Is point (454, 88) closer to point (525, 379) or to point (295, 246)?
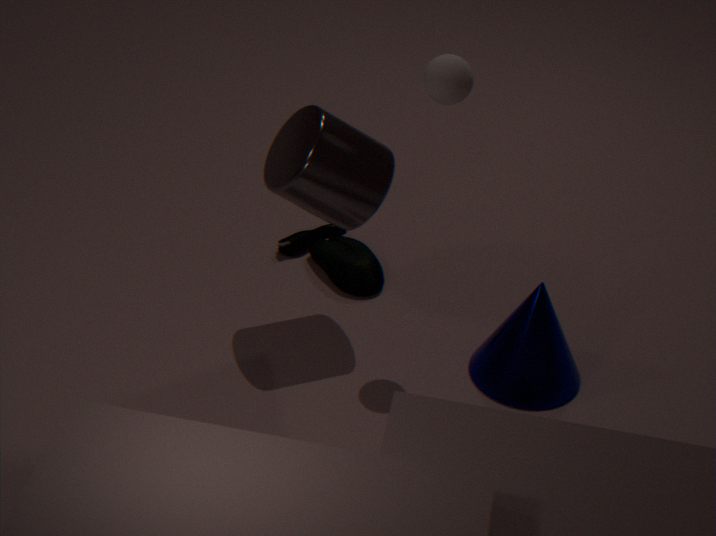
point (525, 379)
